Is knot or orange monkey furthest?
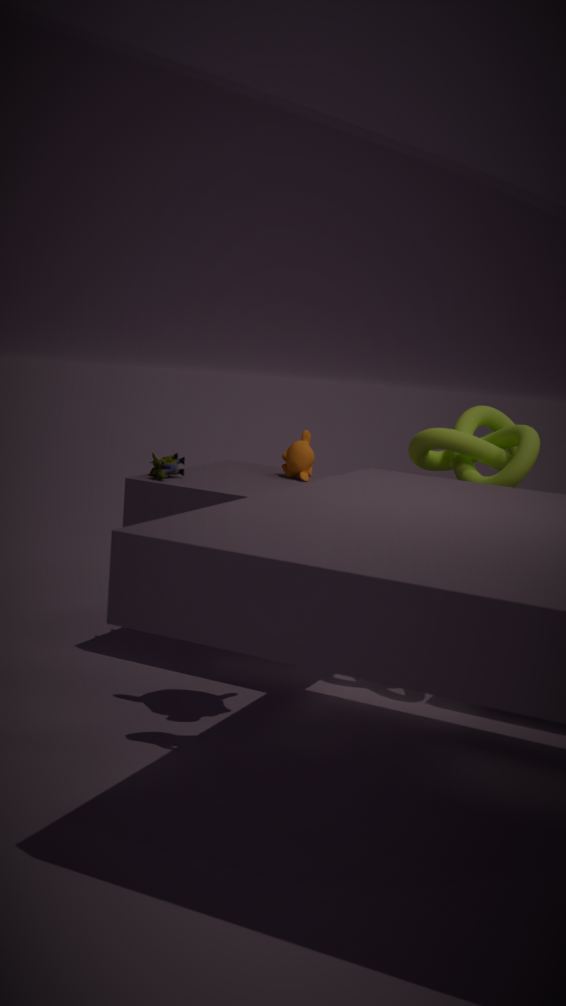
orange monkey
